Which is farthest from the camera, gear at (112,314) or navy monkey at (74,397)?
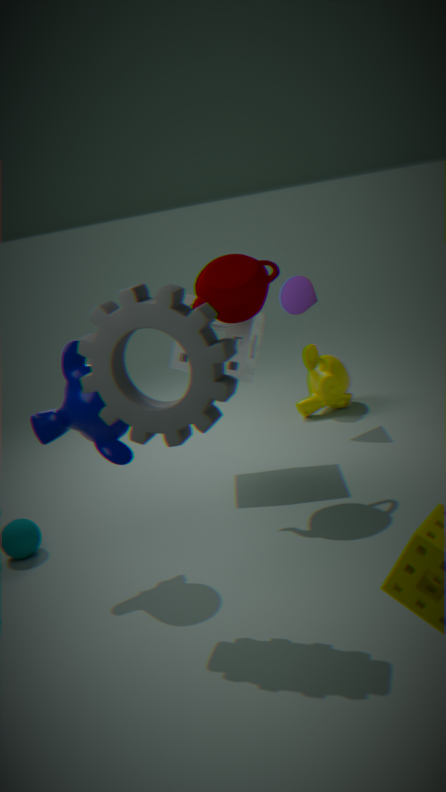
navy monkey at (74,397)
